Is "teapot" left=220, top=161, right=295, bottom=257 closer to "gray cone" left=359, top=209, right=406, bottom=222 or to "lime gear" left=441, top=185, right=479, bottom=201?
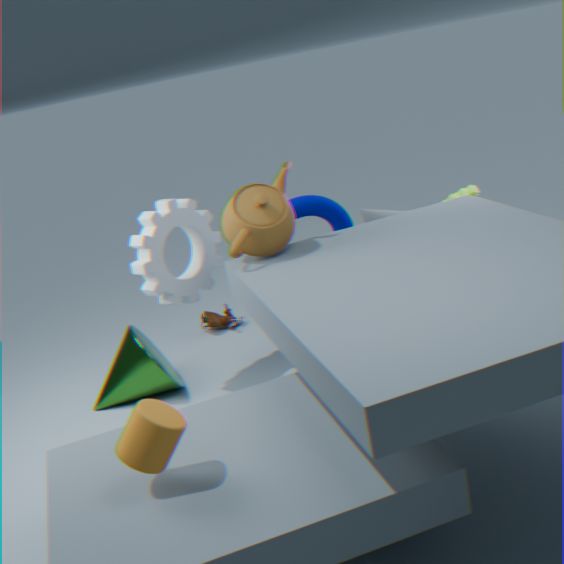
"gray cone" left=359, top=209, right=406, bottom=222
